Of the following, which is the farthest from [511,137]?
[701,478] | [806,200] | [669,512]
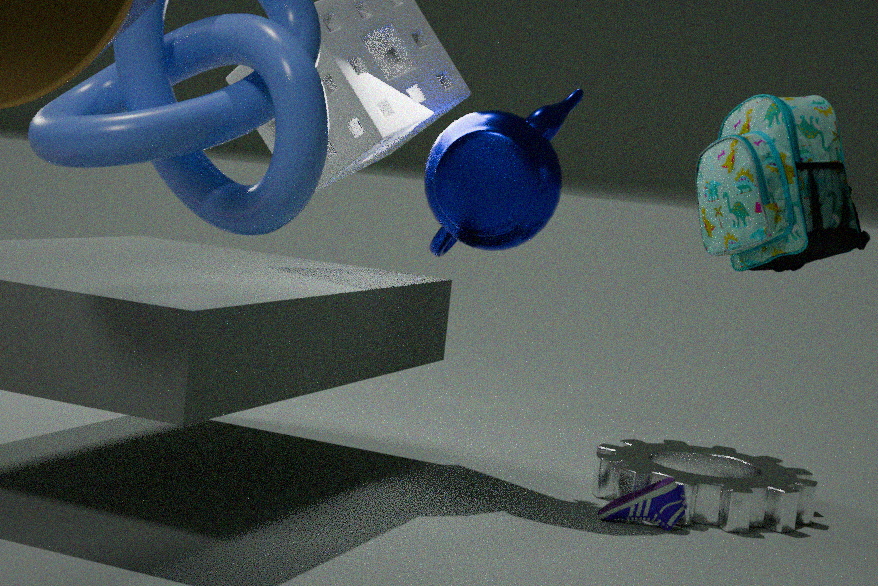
[701,478]
